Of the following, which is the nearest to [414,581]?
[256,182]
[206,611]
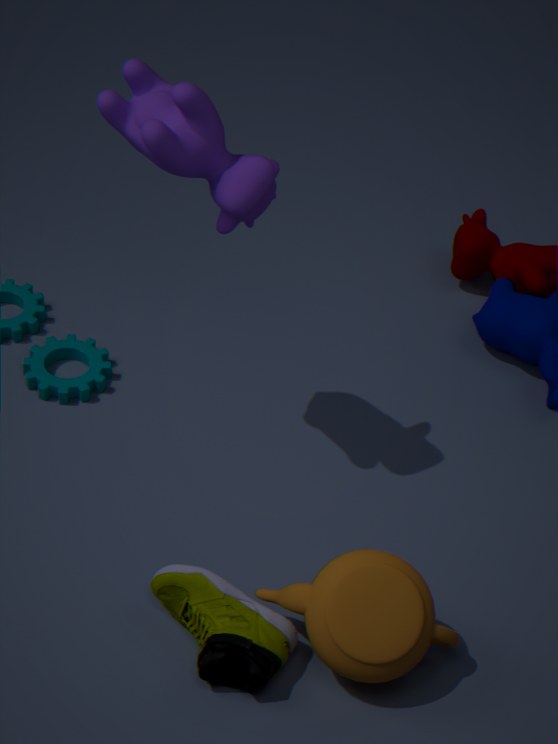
[206,611]
